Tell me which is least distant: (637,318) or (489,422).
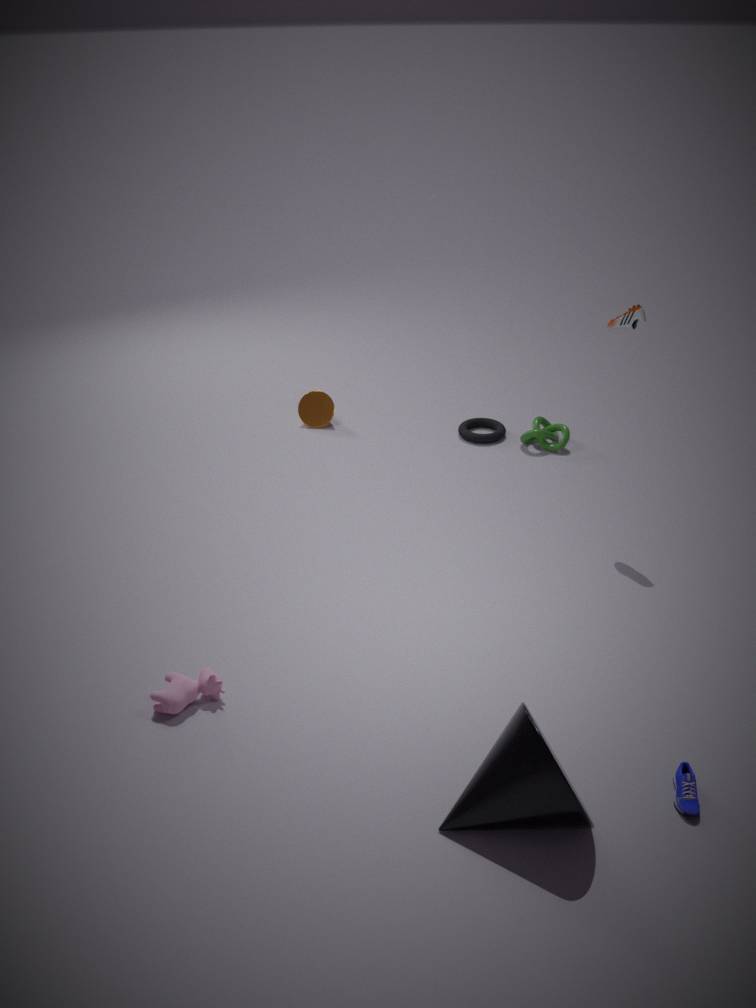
(637,318)
